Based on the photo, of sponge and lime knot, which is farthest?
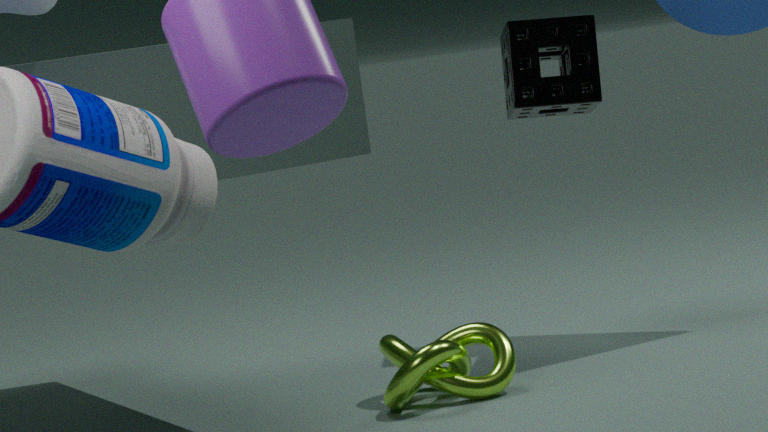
sponge
